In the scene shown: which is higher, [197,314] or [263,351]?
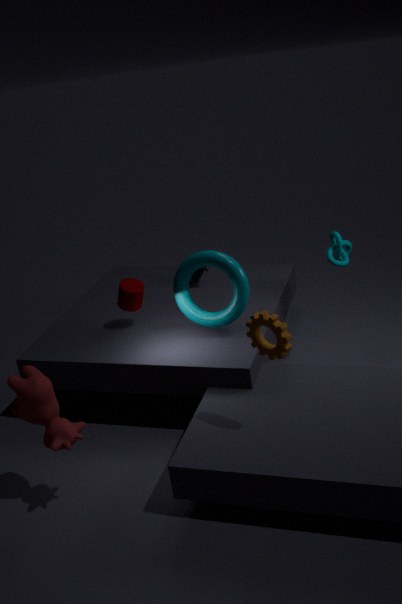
[263,351]
